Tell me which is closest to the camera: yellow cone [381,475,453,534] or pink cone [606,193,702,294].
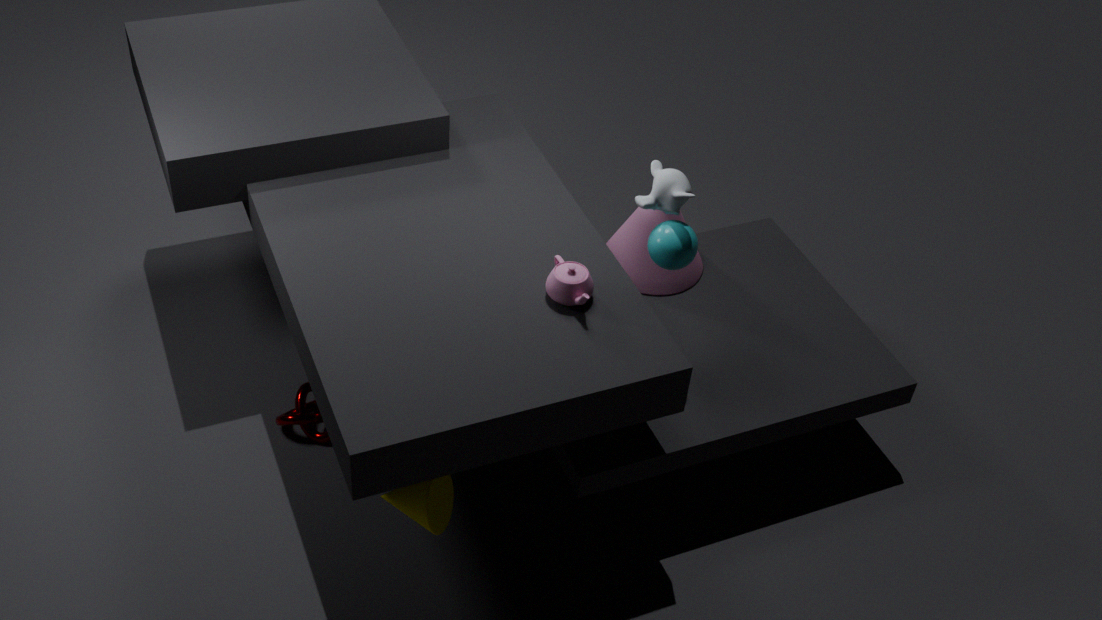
yellow cone [381,475,453,534]
